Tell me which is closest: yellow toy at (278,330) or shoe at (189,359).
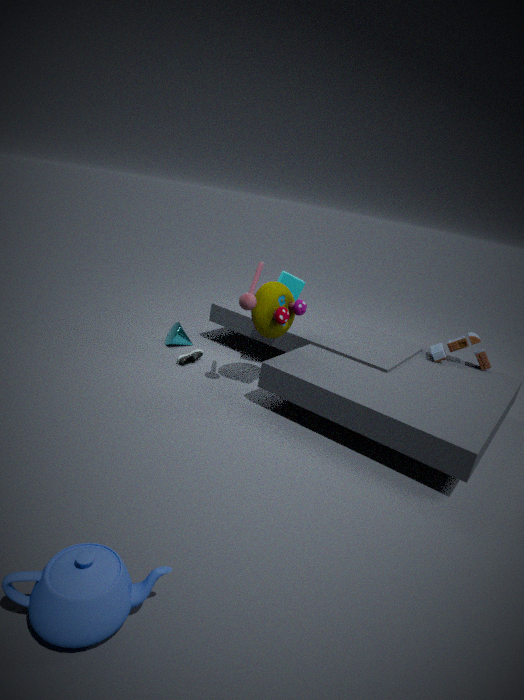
yellow toy at (278,330)
